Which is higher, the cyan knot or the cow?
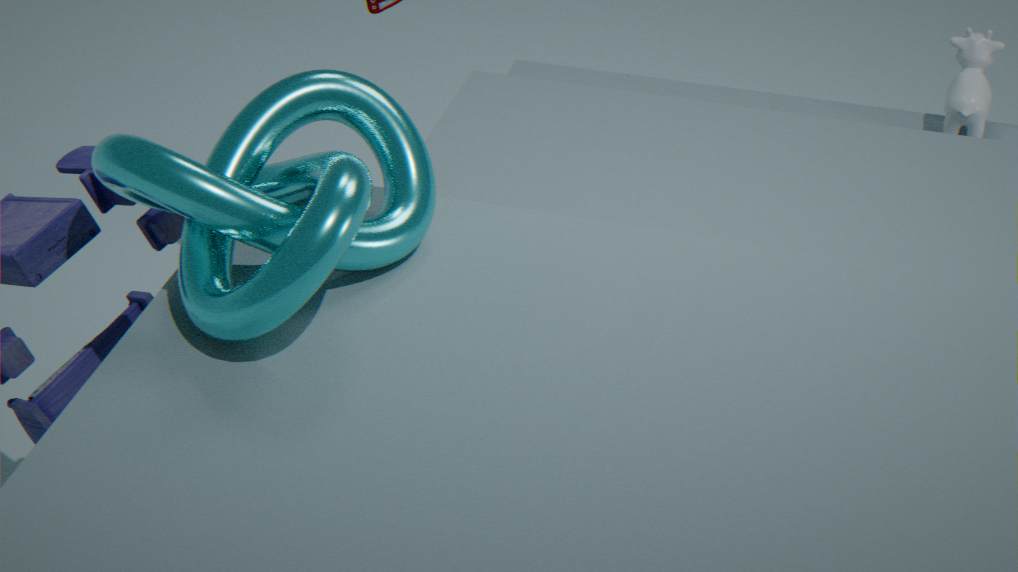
the cyan knot
